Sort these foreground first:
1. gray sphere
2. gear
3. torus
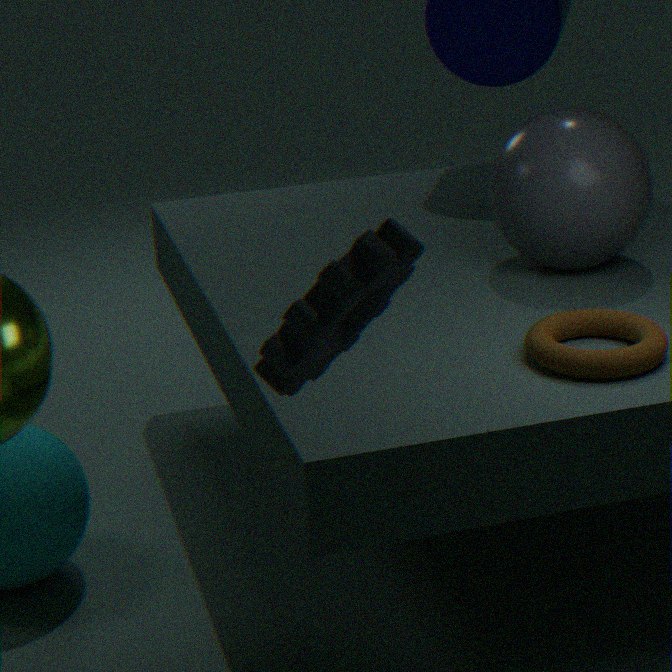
1. gear
2. torus
3. gray sphere
